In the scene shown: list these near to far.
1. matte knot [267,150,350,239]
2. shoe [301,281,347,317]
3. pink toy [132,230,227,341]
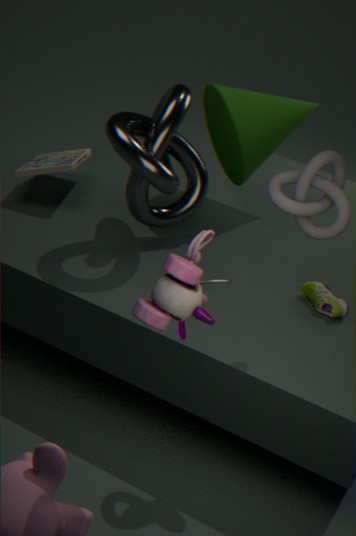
pink toy [132,230,227,341] < matte knot [267,150,350,239] < shoe [301,281,347,317]
